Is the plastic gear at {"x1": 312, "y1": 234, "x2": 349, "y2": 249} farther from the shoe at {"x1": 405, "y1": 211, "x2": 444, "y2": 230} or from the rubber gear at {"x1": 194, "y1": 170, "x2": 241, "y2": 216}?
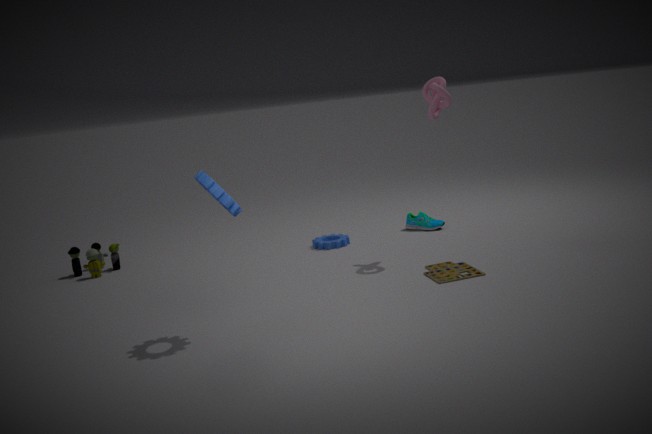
the rubber gear at {"x1": 194, "y1": 170, "x2": 241, "y2": 216}
